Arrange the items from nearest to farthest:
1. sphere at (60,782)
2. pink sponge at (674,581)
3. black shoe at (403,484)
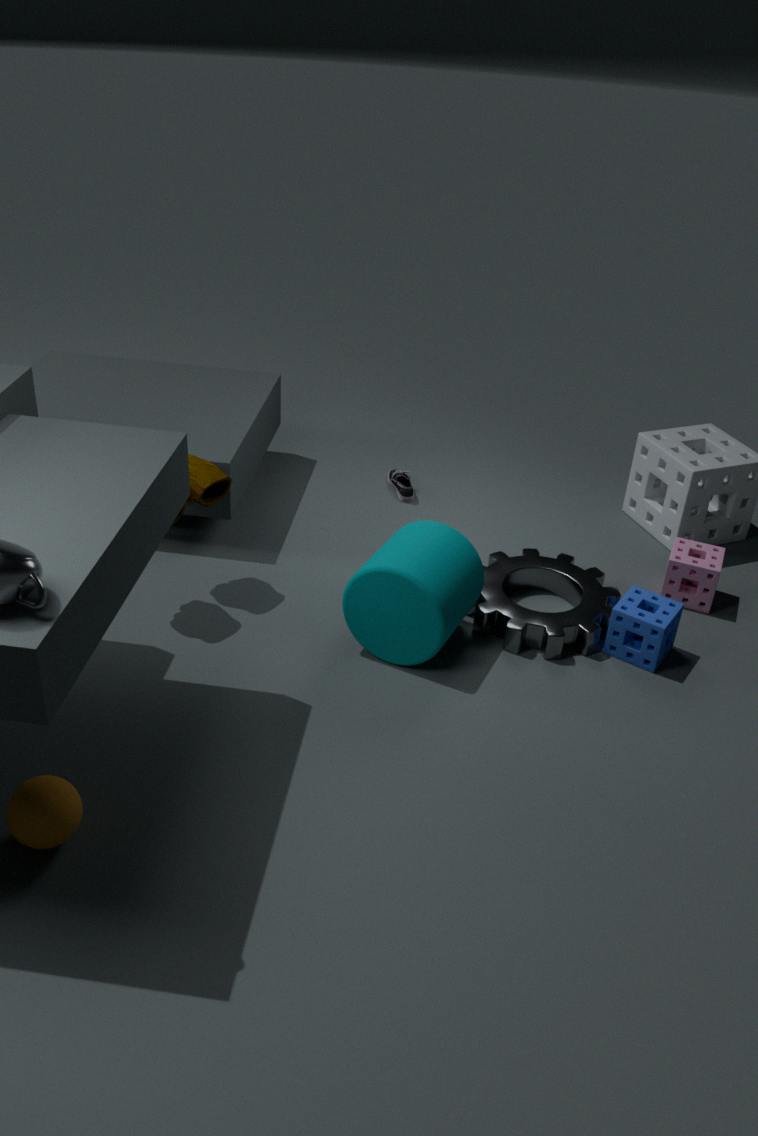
sphere at (60,782) → pink sponge at (674,581) → black shoe at (403,484)
